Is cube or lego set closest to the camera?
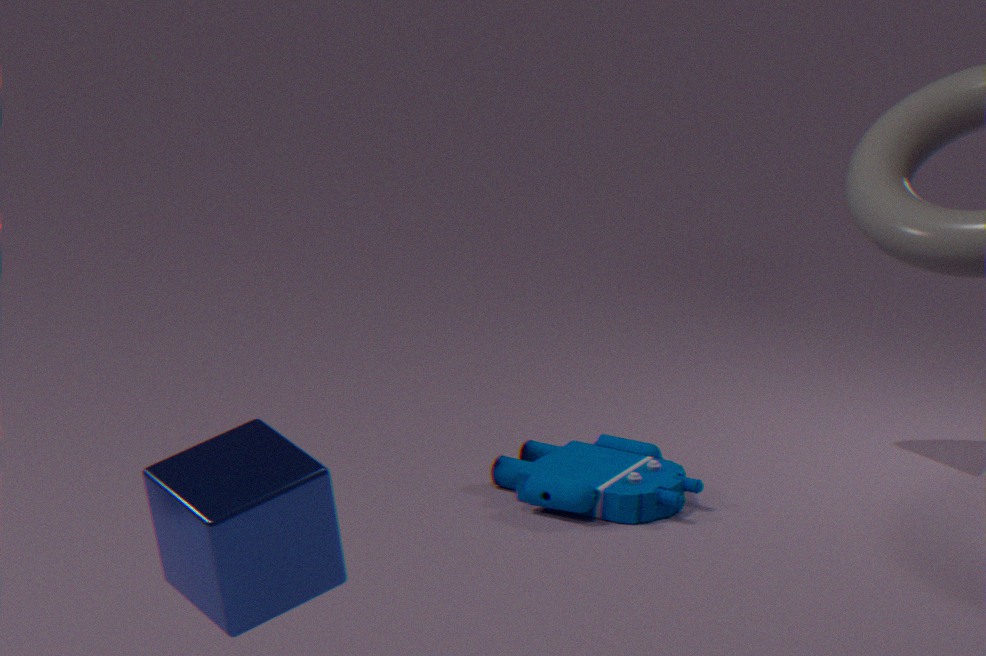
cube
